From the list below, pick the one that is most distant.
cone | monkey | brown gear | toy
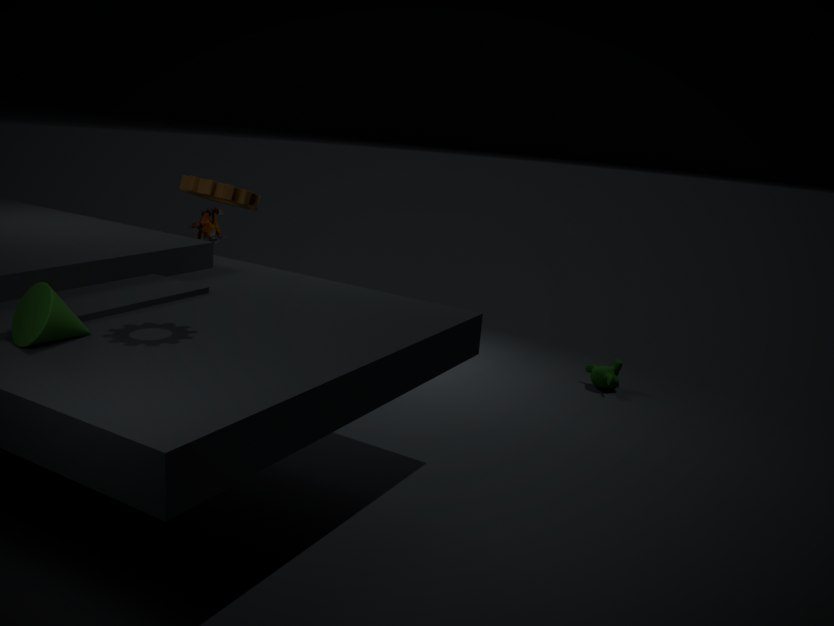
monkey
